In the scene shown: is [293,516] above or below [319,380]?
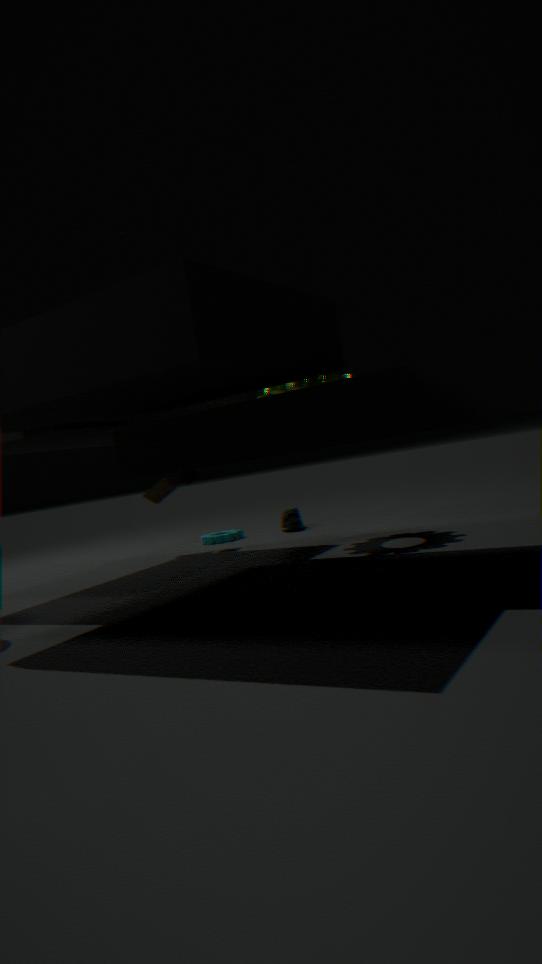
below
